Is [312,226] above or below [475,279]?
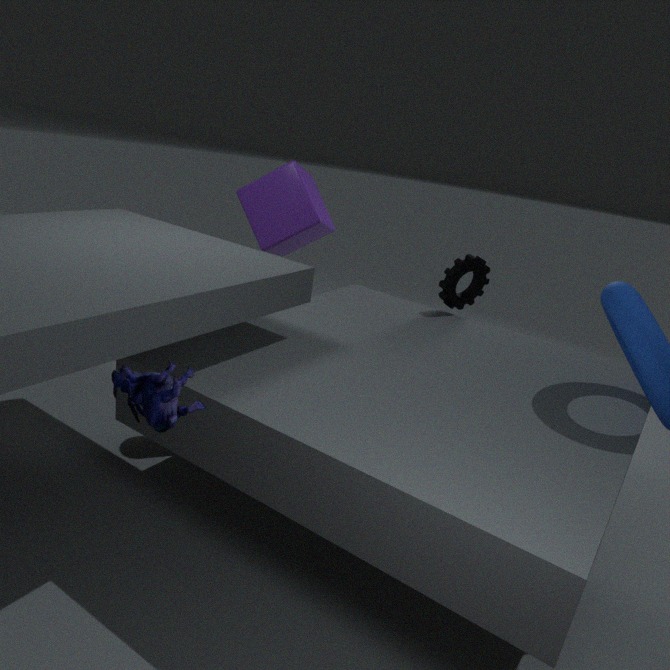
above
